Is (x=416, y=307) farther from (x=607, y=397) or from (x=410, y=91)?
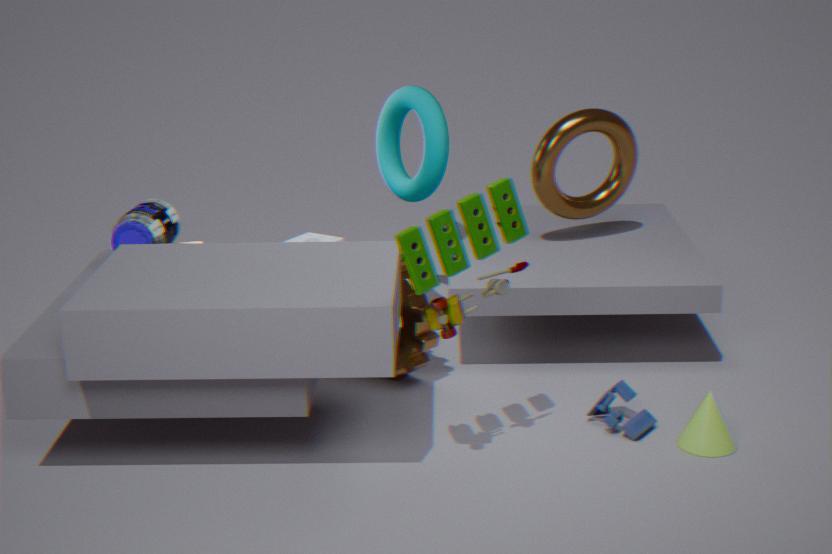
(x=607, y=397)
